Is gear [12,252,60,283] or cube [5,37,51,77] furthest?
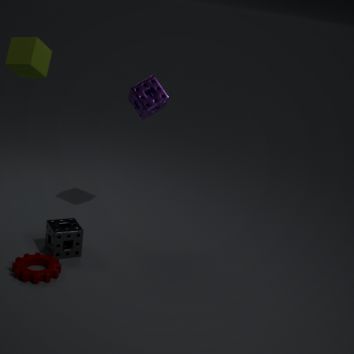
cube [5,37,51,77]
